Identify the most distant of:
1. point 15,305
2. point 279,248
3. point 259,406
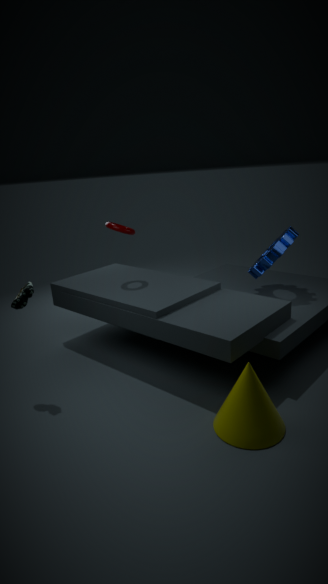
point 279,248
